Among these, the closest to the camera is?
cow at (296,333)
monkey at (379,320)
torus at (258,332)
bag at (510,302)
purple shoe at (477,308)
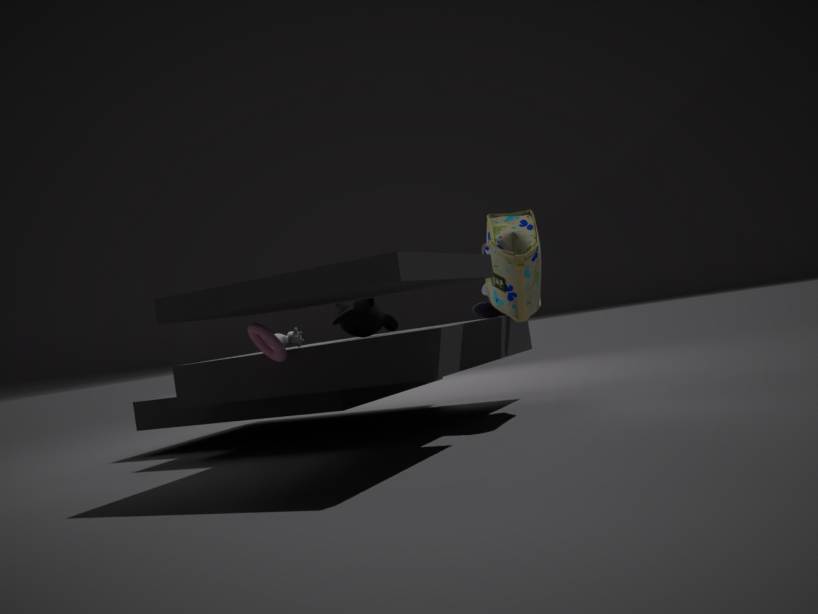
torus at (258,332)
